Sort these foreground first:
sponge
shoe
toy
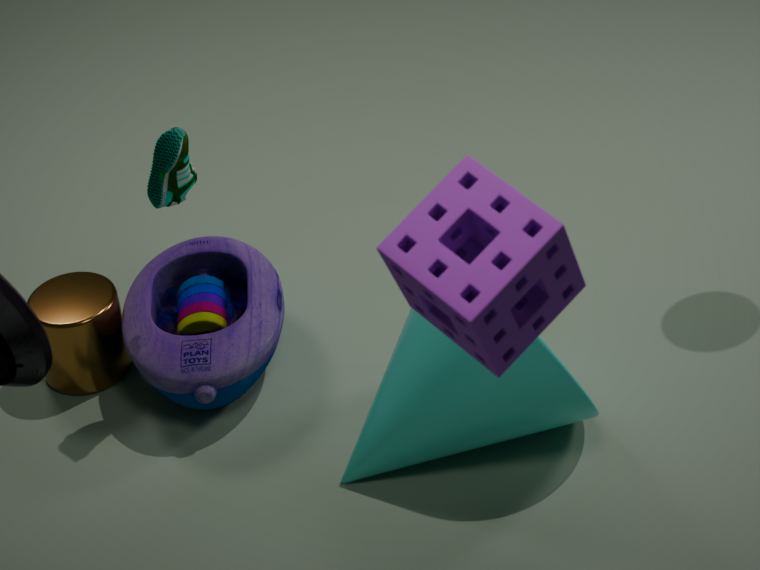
1. sponge
2. shoe
3. toy
